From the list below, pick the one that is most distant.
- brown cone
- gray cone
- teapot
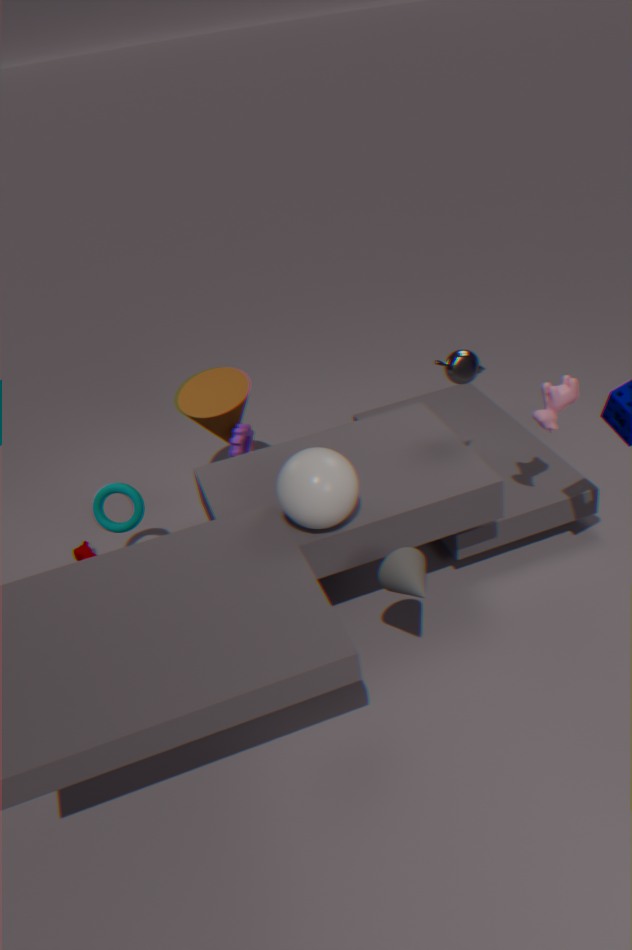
brown cone
